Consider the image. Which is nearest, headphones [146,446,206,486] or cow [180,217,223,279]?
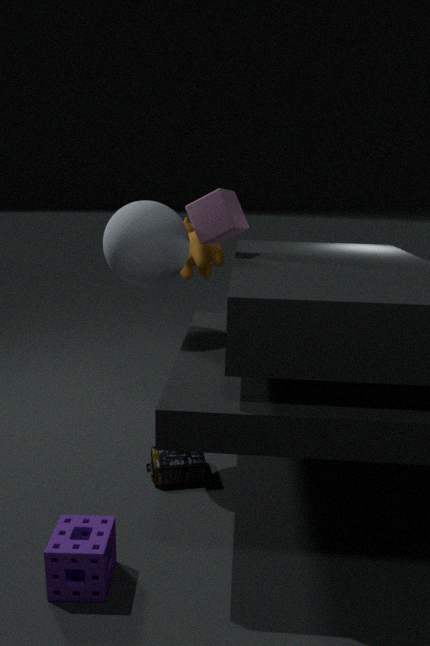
headphones [146,446,206,486]
